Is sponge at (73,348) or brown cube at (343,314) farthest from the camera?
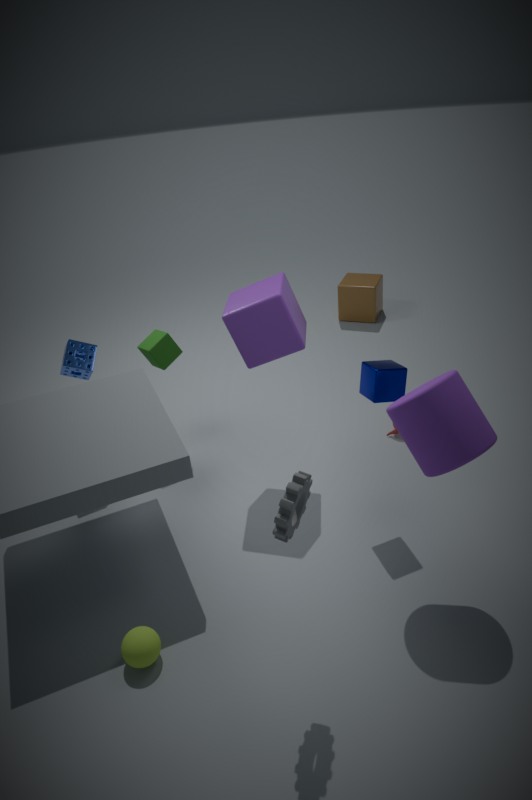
brown cube at (343,314)
